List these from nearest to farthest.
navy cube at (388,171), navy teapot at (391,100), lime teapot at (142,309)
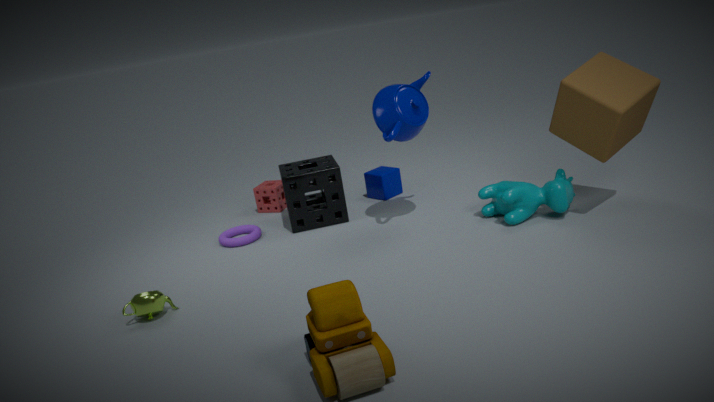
lime teapot at (142,309), navy teapot at (391,100), navy cube at (388,171)
